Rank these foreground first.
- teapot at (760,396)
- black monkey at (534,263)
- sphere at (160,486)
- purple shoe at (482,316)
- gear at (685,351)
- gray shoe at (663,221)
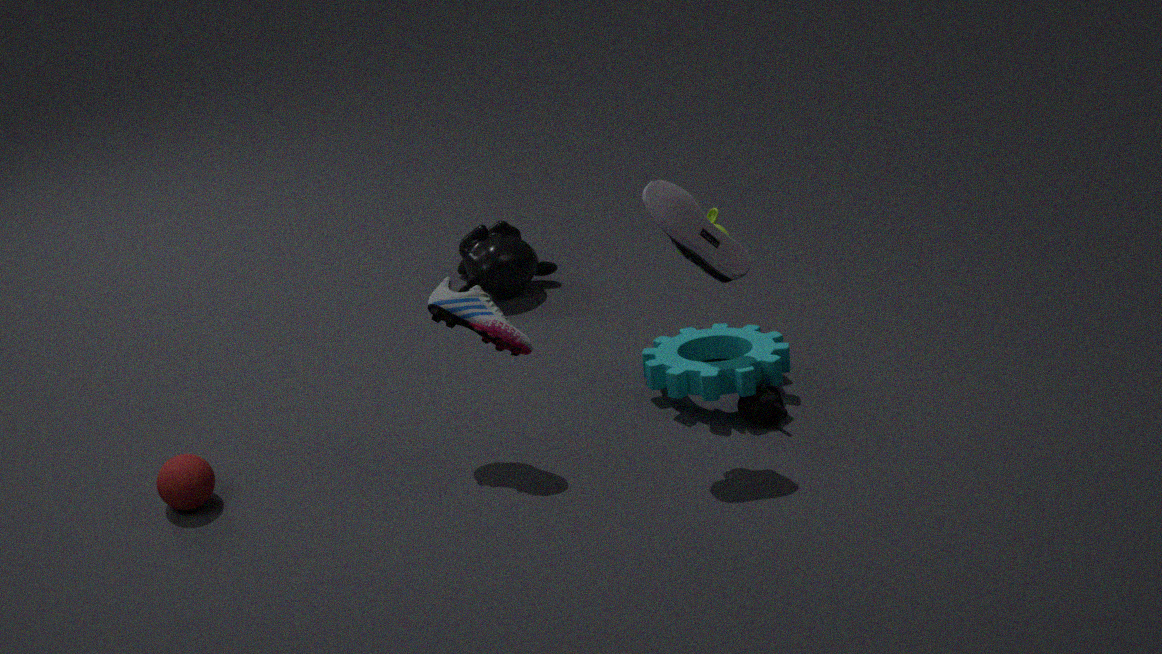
gray shoe at (663,221) < sphere at (160,486) < purple shoe at (482,316) < gear at (685,351) < teapot at (760,396) < black monkey at (534,263)
